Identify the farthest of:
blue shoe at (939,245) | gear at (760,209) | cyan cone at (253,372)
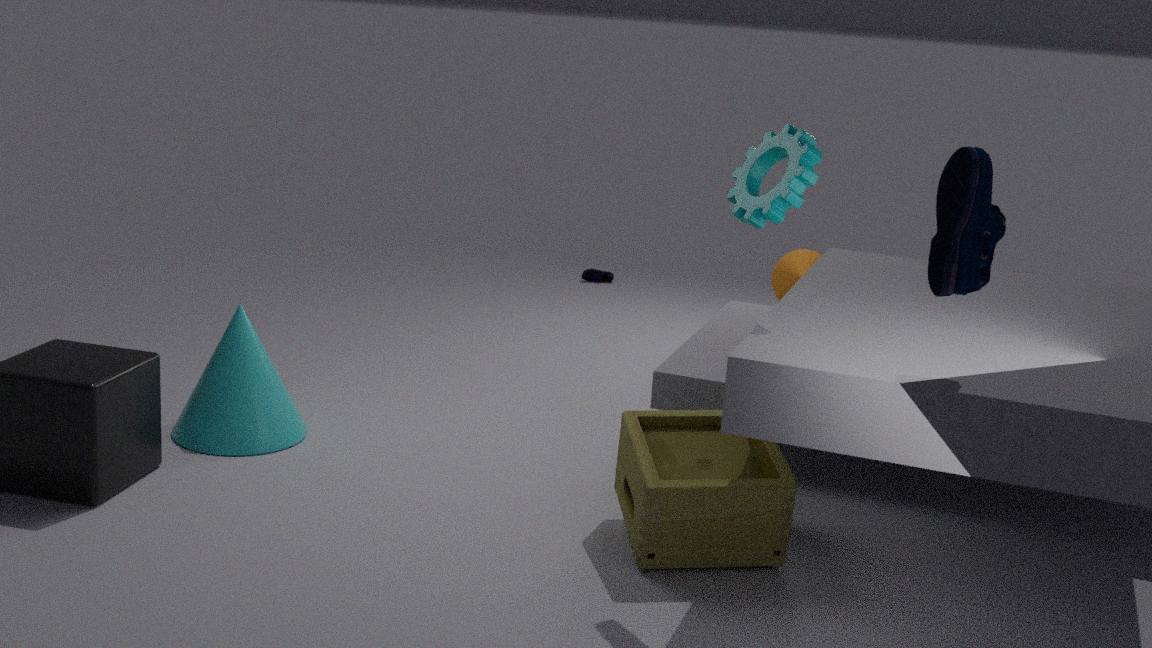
cyan cone at (253,372)
